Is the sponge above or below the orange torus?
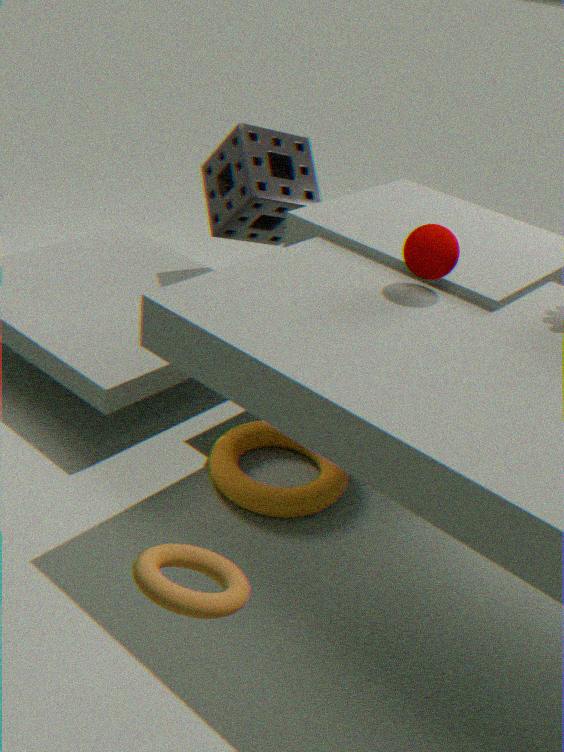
above
